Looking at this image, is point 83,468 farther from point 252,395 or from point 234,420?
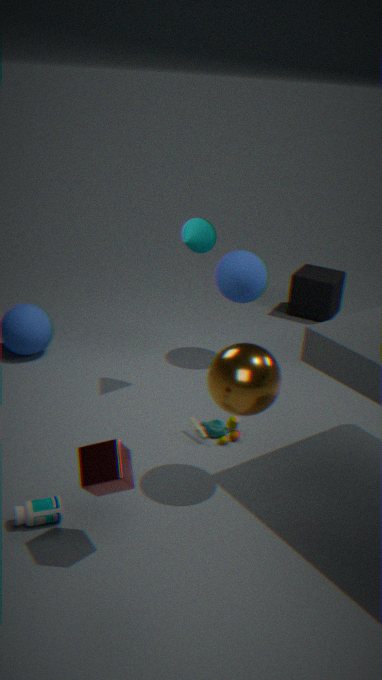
point 234,420
